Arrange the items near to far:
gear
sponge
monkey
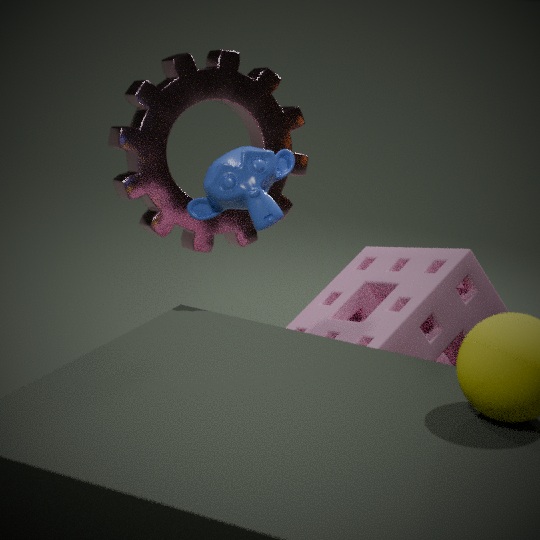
sponge → monkey → gear
